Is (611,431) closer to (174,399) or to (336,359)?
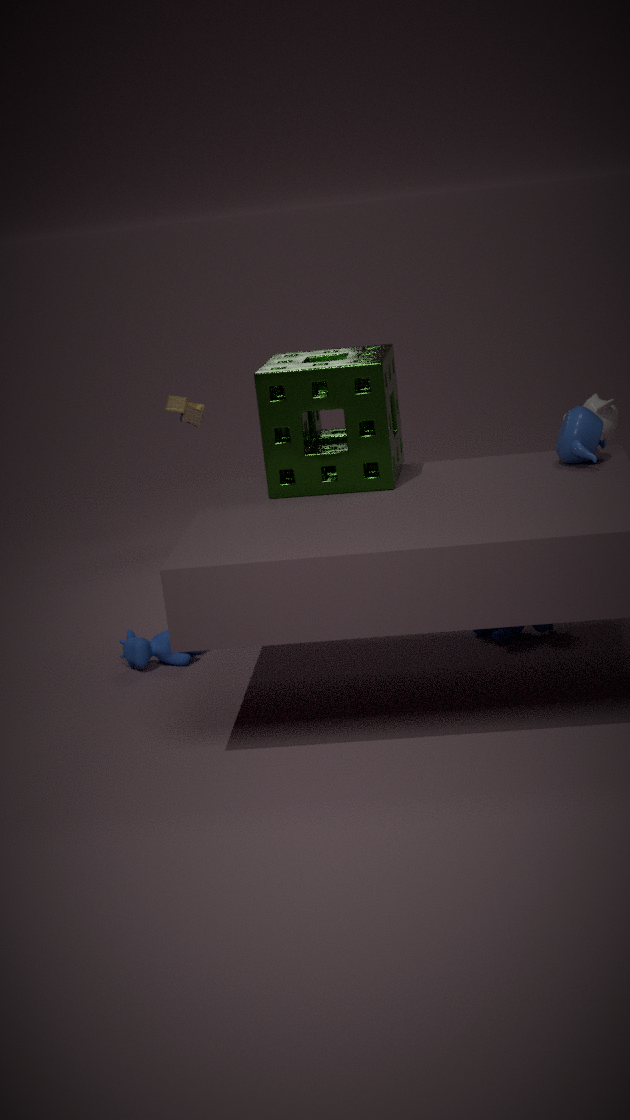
(336,359)
